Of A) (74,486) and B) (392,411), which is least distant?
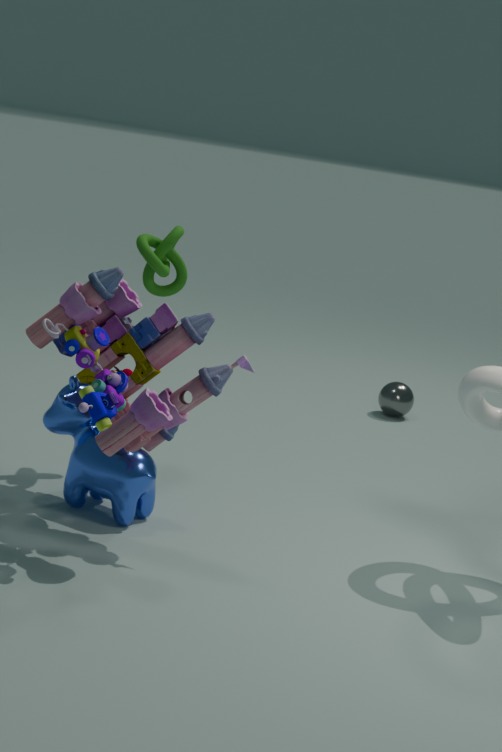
A. (74,486)
